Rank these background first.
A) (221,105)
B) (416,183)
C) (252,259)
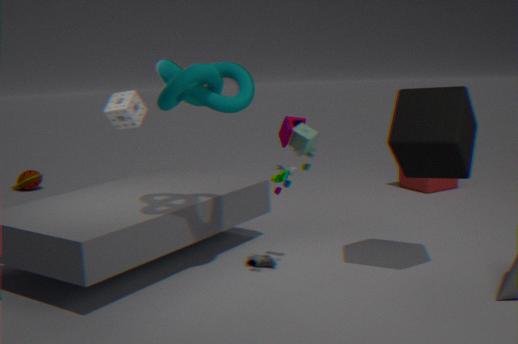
(416,183) → (252,259) → (221,105)
